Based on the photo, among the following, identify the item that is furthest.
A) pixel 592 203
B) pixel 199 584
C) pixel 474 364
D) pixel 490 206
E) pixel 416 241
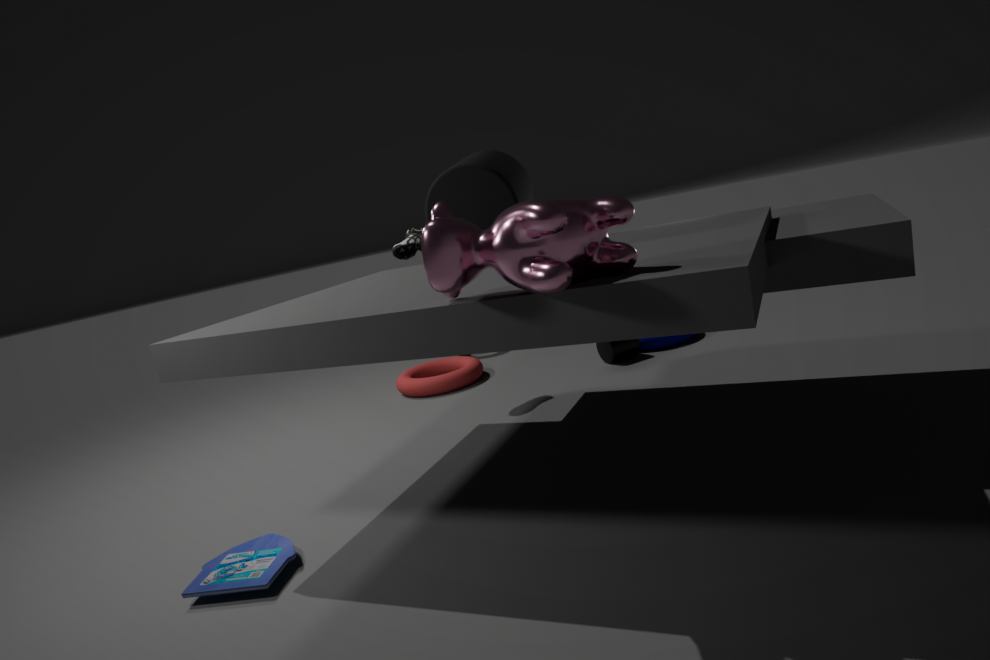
pixel 474 364
